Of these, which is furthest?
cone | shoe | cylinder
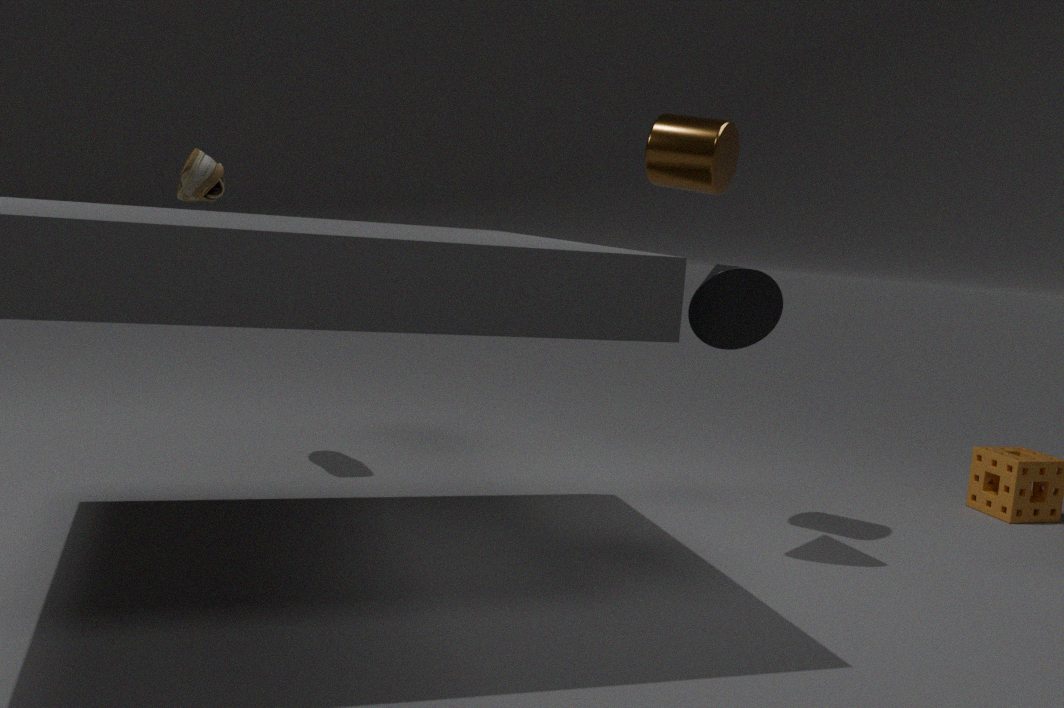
shoe
